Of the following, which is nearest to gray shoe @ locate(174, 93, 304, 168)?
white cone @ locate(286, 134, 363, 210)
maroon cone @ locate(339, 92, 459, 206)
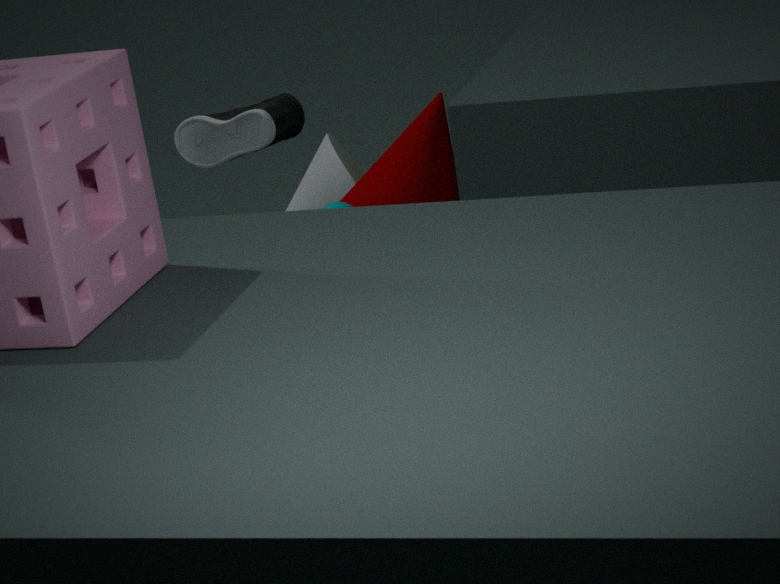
maroon cone @ locate(339, 92, 459, 206)
